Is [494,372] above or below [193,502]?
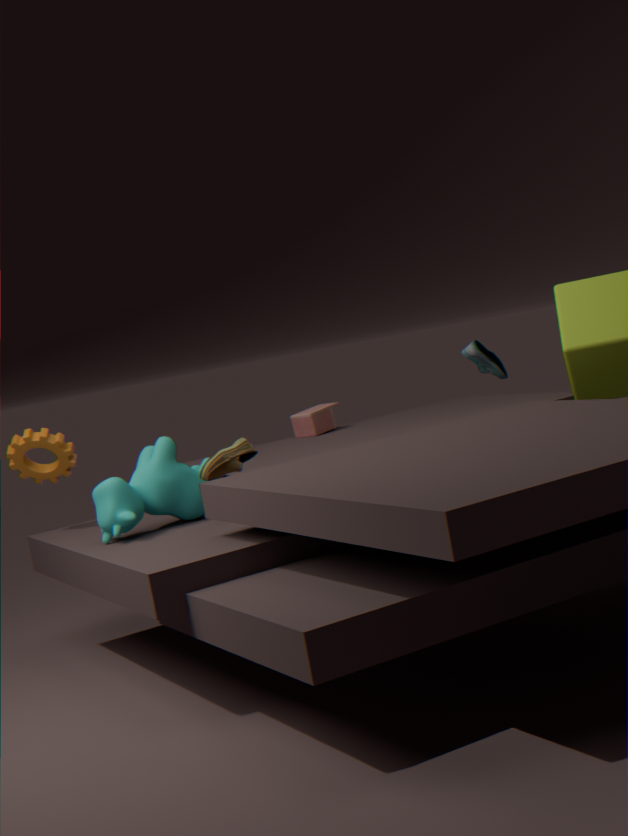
above
